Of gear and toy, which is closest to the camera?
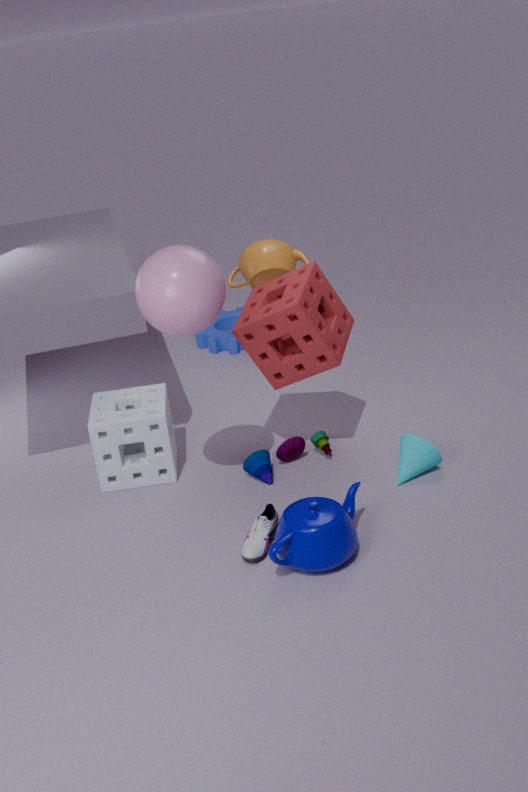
toy
